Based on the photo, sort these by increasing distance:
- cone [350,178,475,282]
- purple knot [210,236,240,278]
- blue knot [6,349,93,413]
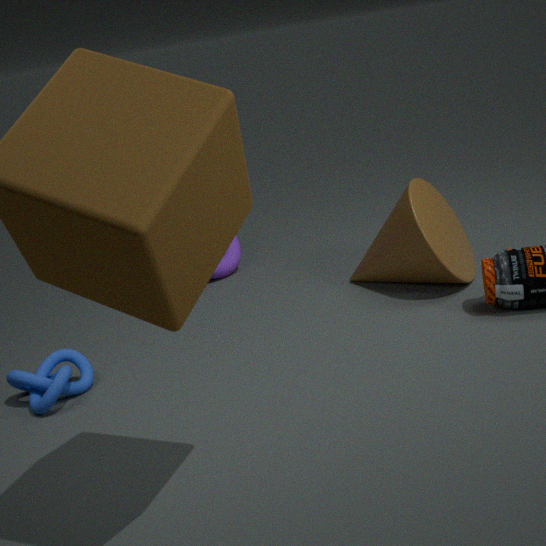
blue knot [6,349,93,413]
cone [350,178,475,282]
purple knot [210,236,240,278]
